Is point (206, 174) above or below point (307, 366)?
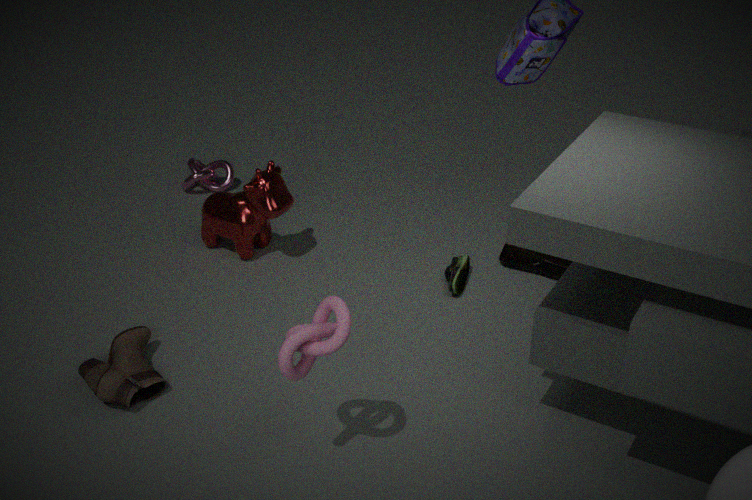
below
